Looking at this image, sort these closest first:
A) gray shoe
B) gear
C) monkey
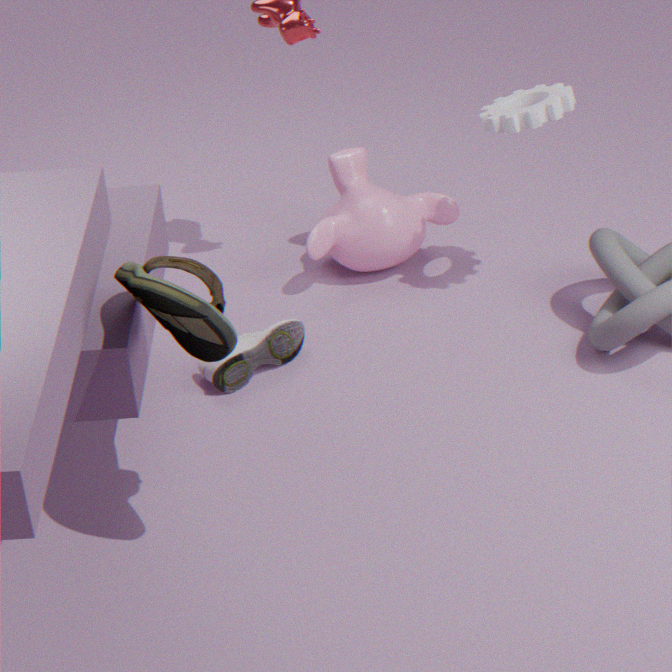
gray shoe < gear < monkey
